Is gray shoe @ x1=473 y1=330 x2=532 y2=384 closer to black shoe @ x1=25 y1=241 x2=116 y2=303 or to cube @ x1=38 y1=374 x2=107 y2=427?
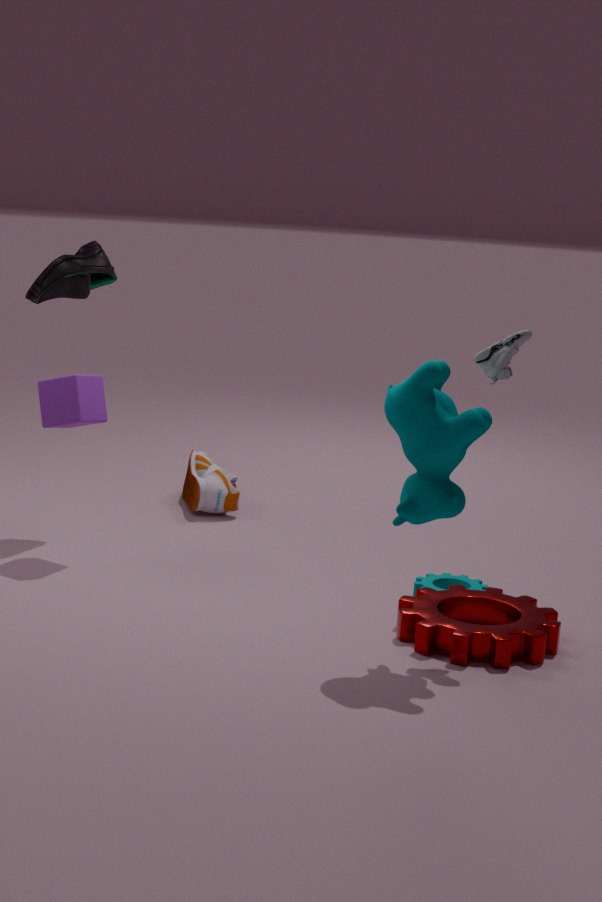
cube @ x1=38 y1=374 x2=107 y2=427
